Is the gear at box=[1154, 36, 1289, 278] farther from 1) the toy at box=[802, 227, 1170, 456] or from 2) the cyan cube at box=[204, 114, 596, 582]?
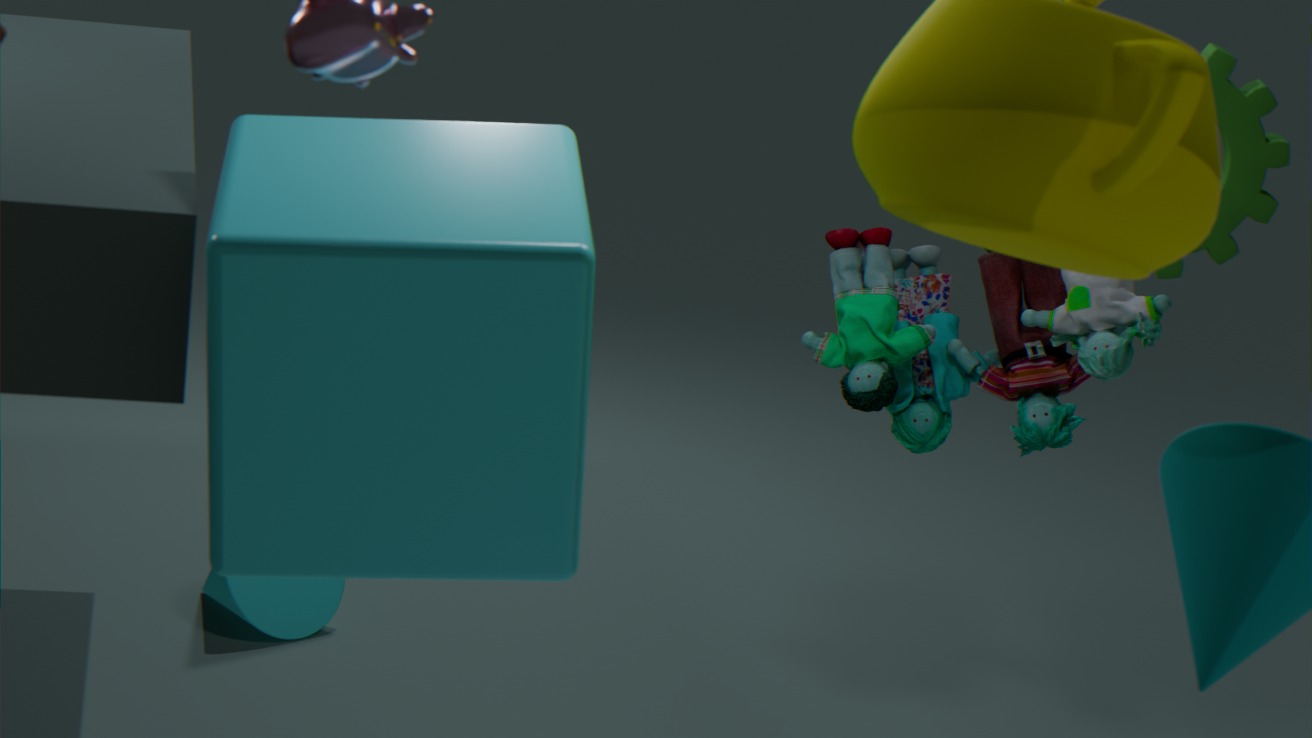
2) the cyan cube at box=[204, 114, 596, 582]
